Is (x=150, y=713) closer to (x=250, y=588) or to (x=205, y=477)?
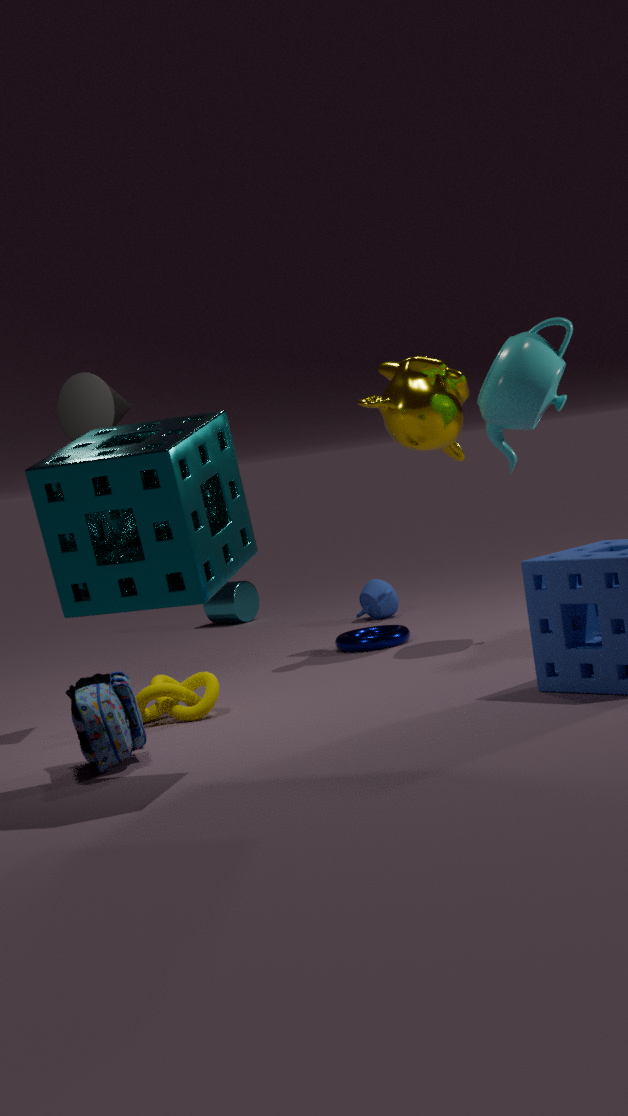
(x=205, y=477)
